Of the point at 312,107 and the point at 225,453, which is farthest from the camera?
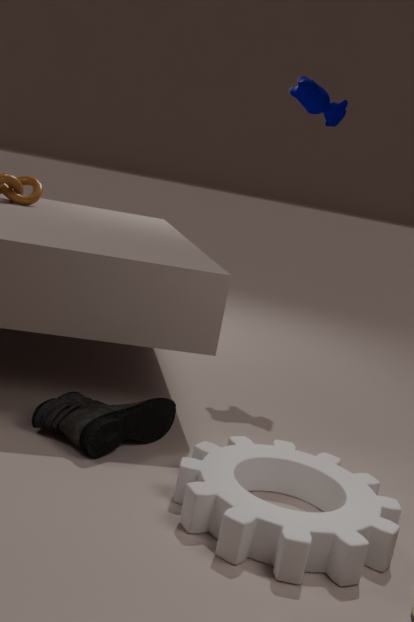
the point at 312,107
